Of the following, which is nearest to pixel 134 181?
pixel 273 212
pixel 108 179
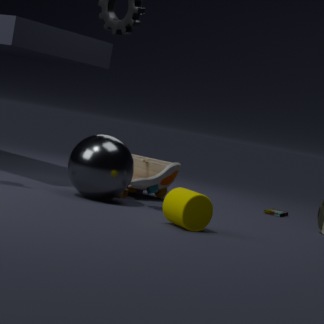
pixel 108 179
